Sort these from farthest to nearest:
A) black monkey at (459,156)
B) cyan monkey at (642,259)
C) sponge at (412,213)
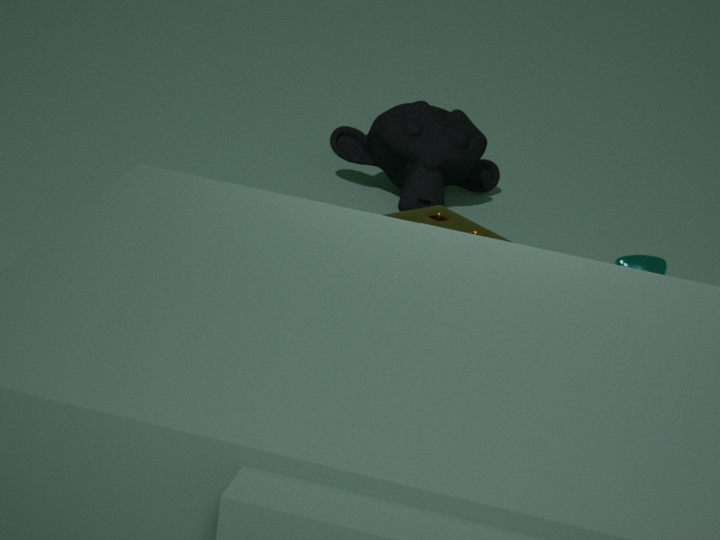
black monkey at (459,156) < cyan monkey at (642,259) < sponge at (412,213)
